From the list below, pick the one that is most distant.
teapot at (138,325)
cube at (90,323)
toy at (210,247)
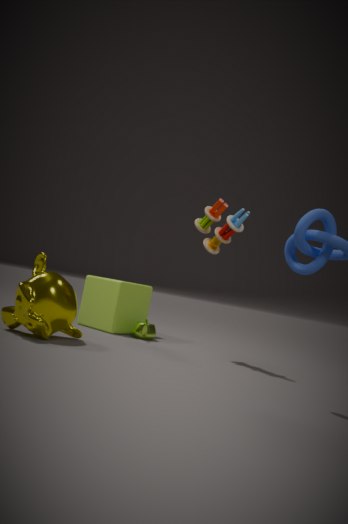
cube at (90,323)
